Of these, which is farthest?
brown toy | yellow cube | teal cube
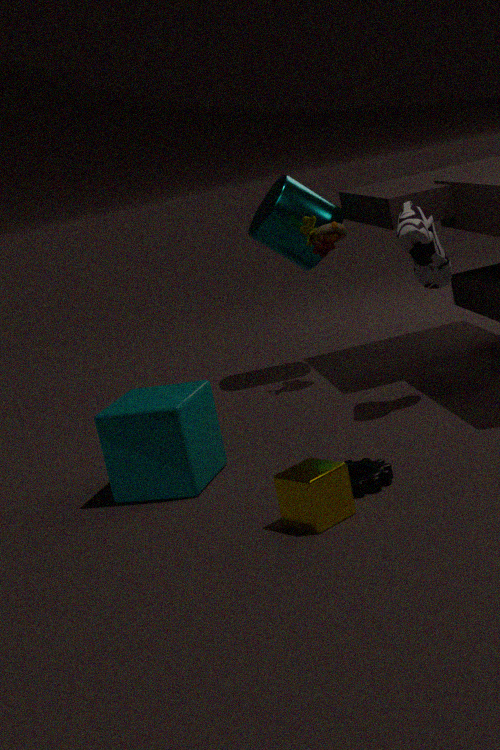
brown toy
